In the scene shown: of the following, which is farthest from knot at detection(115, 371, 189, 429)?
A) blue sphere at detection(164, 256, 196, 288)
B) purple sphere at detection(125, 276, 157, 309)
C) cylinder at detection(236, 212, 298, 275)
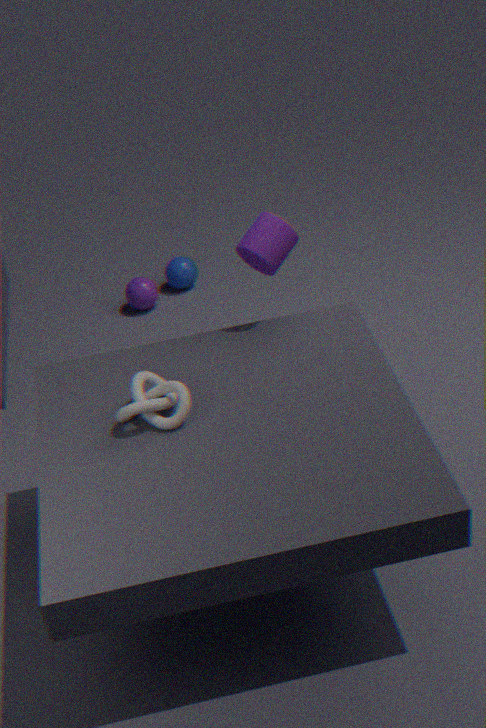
blue sphere at detection(164, 256, 196, 288)
